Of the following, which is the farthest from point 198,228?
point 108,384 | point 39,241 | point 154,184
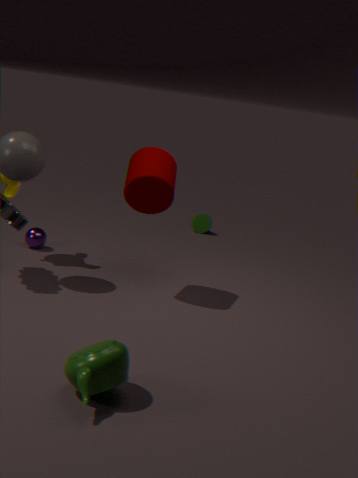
point 108,384
